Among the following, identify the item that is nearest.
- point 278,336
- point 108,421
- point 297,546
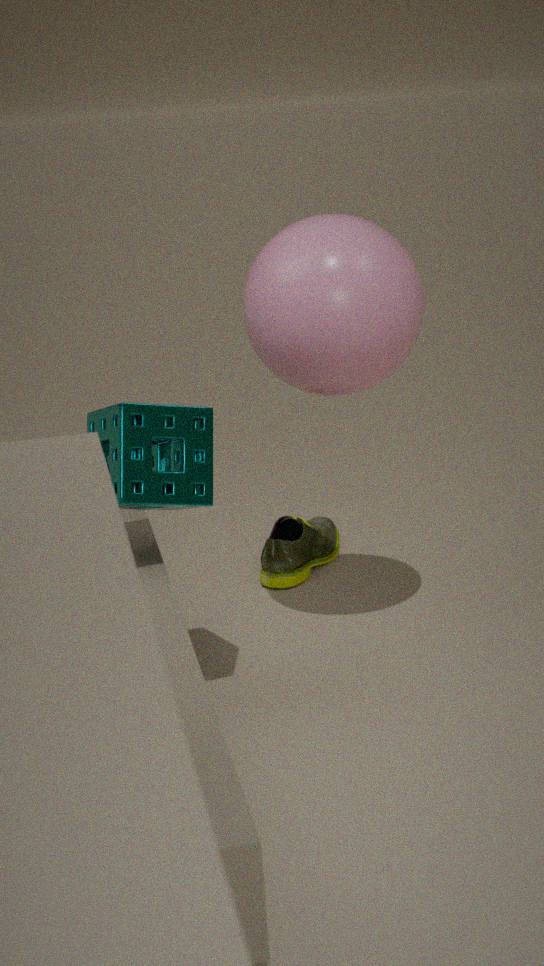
point 108,421
